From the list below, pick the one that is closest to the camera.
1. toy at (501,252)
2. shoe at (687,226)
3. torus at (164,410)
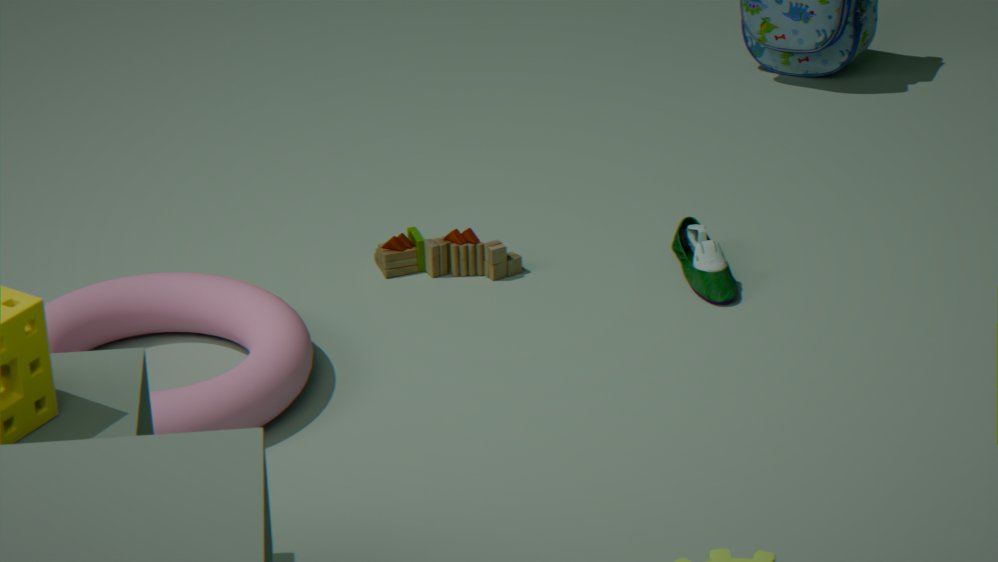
torus at (164,410)
